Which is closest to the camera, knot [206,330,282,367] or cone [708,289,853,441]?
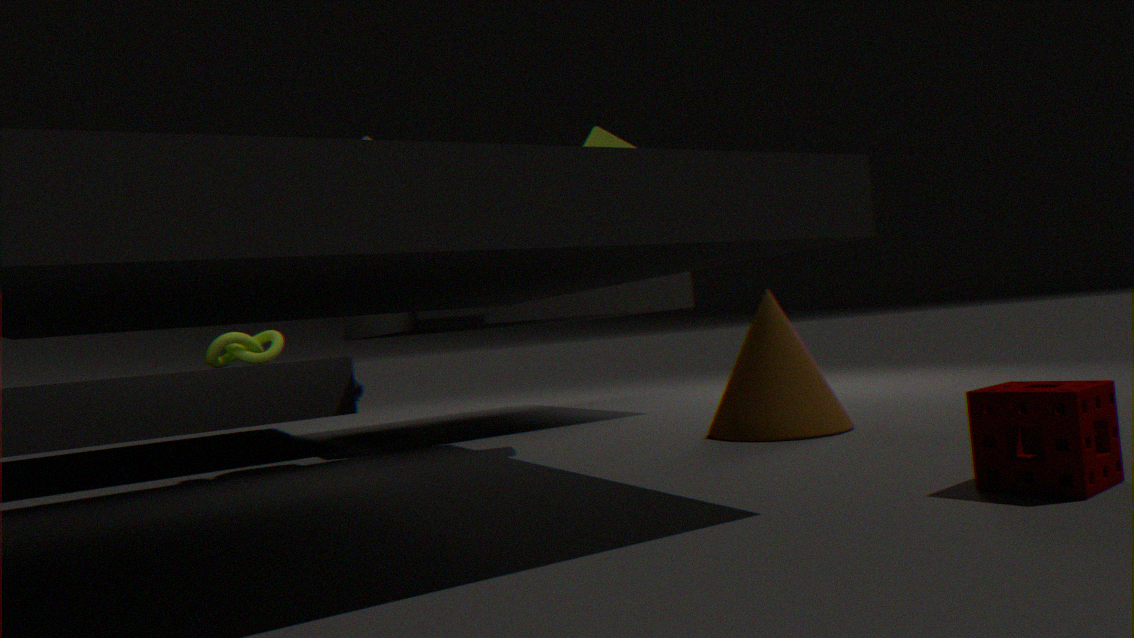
cone [708,289,853,441]
